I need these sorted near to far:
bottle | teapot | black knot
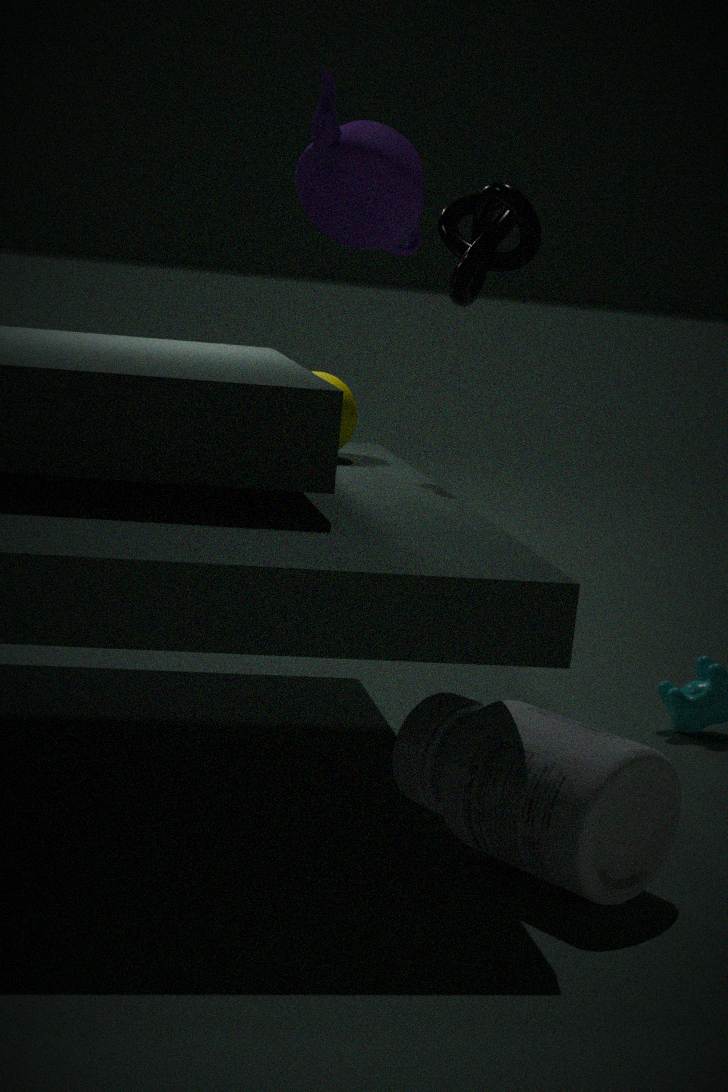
teapot → bottle → black knot
